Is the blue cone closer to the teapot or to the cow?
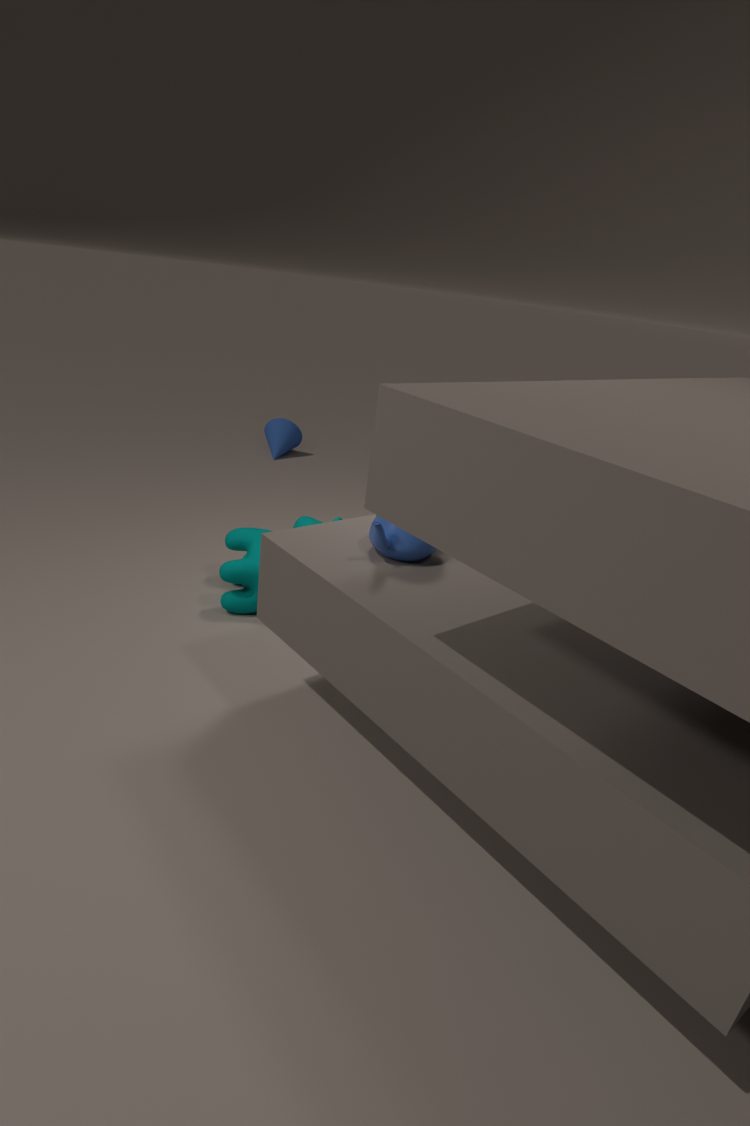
the cow
